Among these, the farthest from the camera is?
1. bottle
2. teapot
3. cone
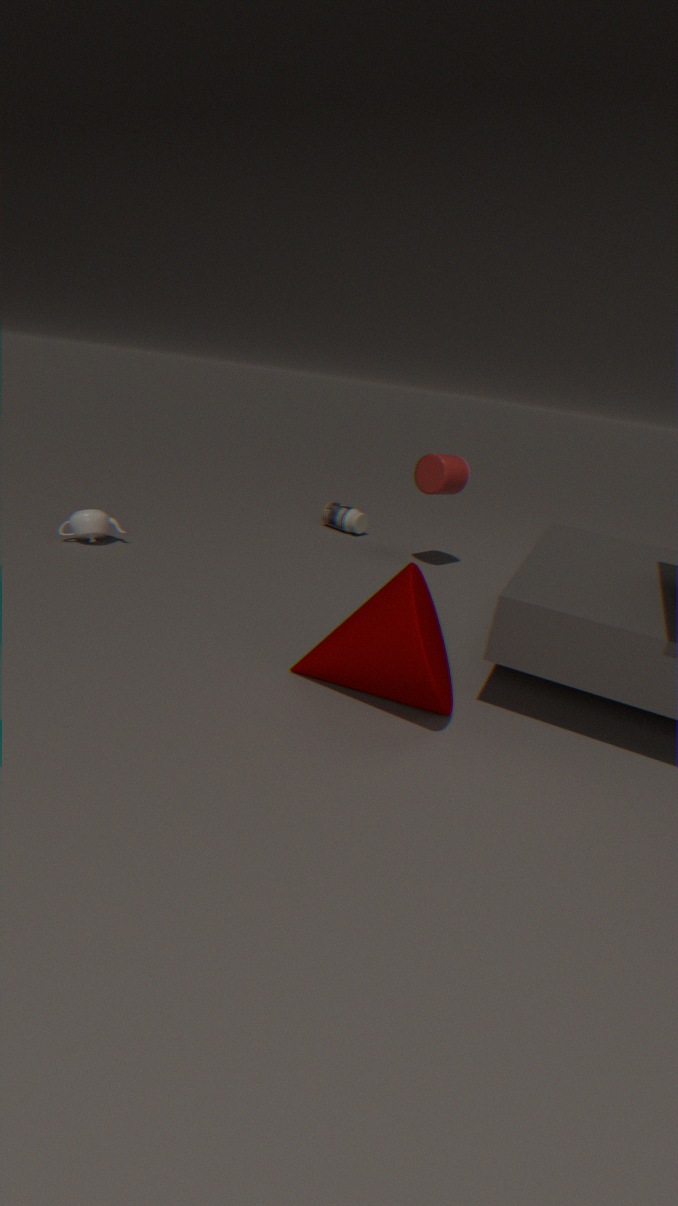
bottle
